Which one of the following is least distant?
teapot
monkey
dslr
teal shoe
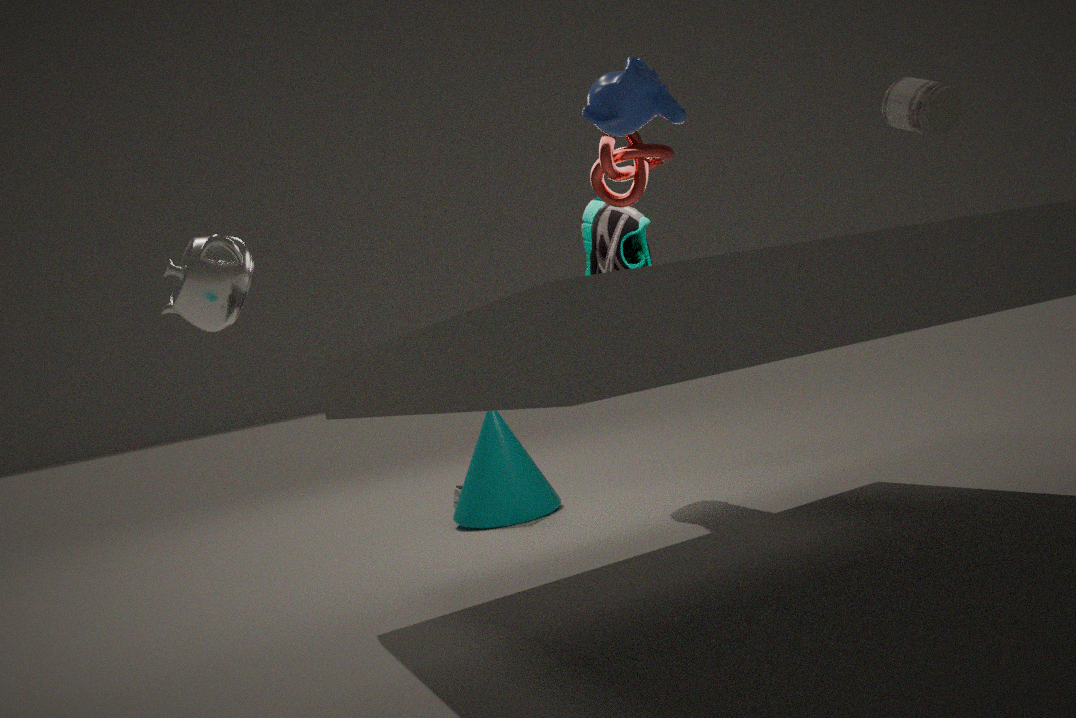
teapot
